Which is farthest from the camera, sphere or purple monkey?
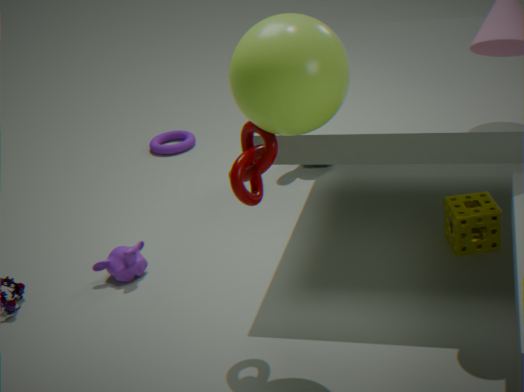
purple monkey
